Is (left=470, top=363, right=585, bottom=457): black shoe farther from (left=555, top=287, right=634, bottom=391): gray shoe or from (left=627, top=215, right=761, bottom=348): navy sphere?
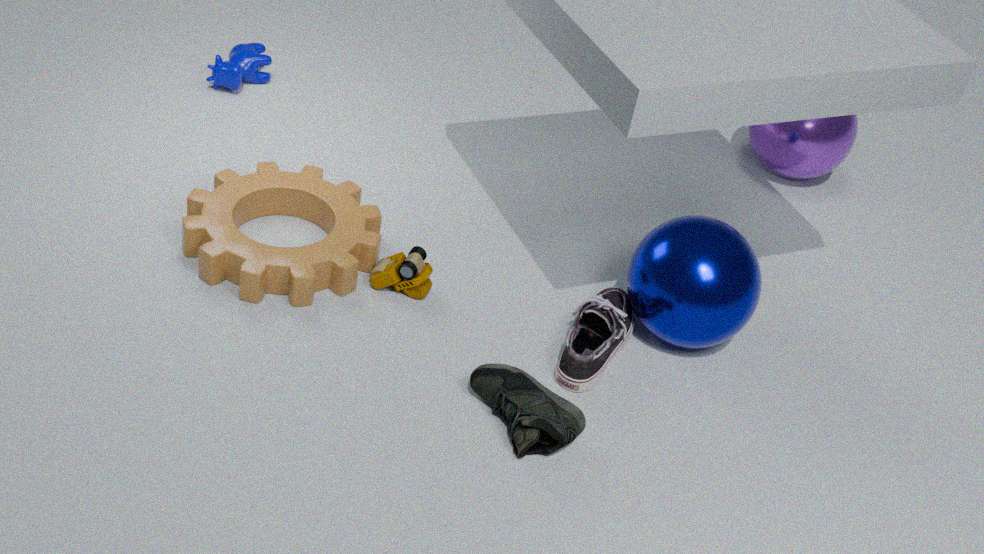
(left=627, top=215, right=761, bottom=348): navy sphere
